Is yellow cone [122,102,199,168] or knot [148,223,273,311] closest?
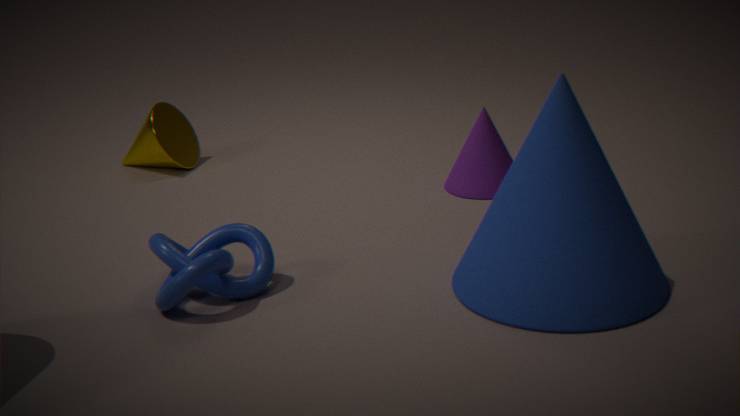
knot [148,223,273,311]
